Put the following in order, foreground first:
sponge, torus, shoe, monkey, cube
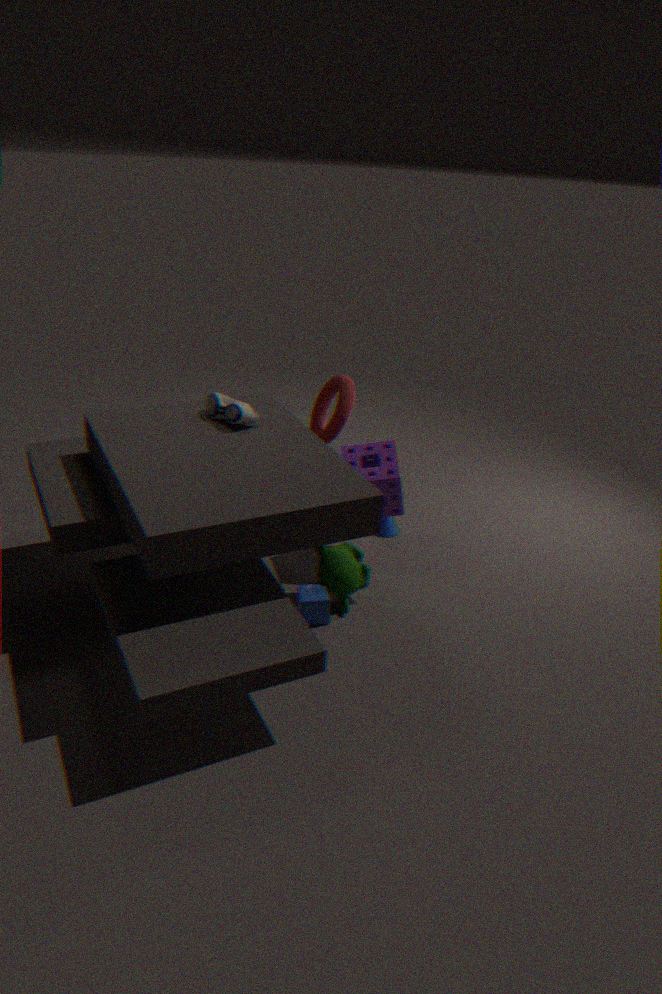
cube < shoe < monkey < sponge < torus
